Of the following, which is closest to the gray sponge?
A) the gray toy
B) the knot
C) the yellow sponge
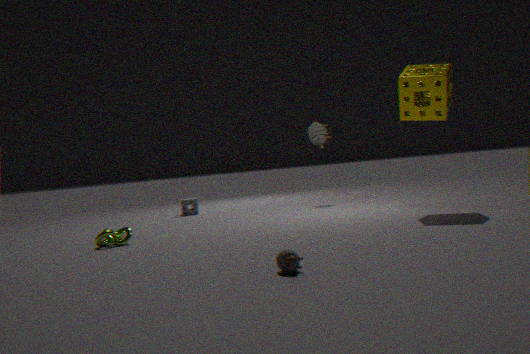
the gray toy
